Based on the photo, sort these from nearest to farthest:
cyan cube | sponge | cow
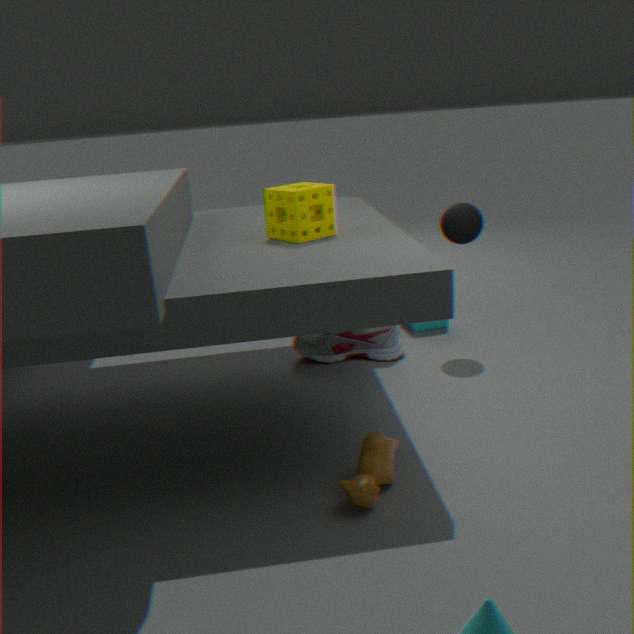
cow < sponge < cyan cube
